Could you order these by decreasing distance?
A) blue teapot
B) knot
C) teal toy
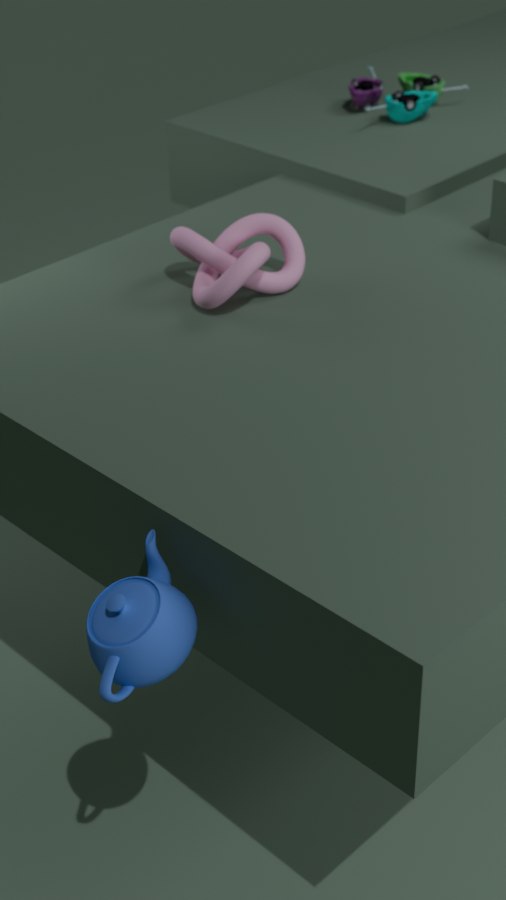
teal toy, knot, blue teapot
